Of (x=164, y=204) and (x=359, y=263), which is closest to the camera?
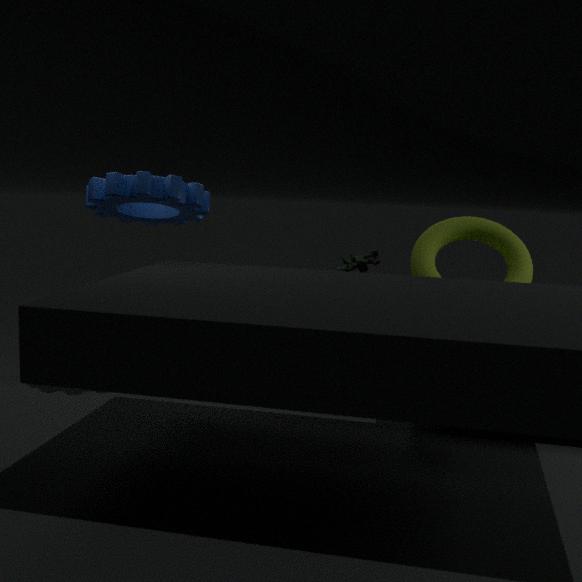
(x=164, y=204)
